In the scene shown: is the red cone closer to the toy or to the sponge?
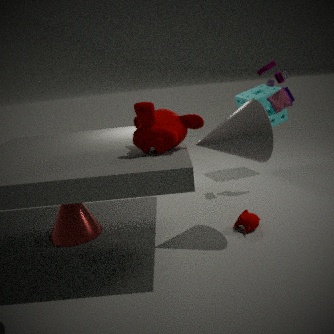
the toy
